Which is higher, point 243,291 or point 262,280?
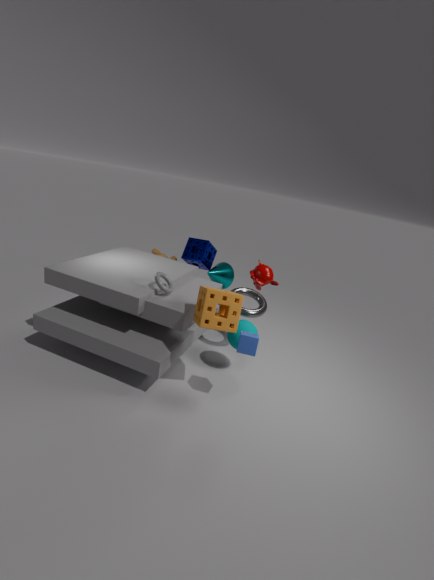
point 262,280
